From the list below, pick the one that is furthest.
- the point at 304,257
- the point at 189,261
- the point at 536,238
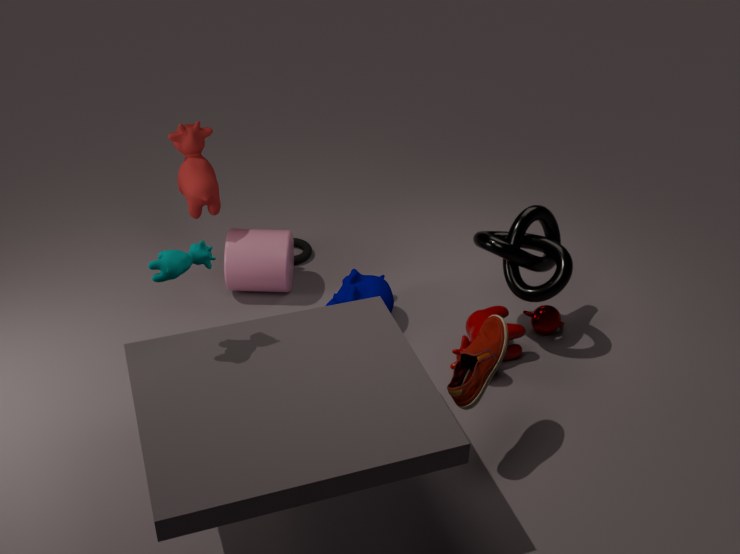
the point at 304,257
